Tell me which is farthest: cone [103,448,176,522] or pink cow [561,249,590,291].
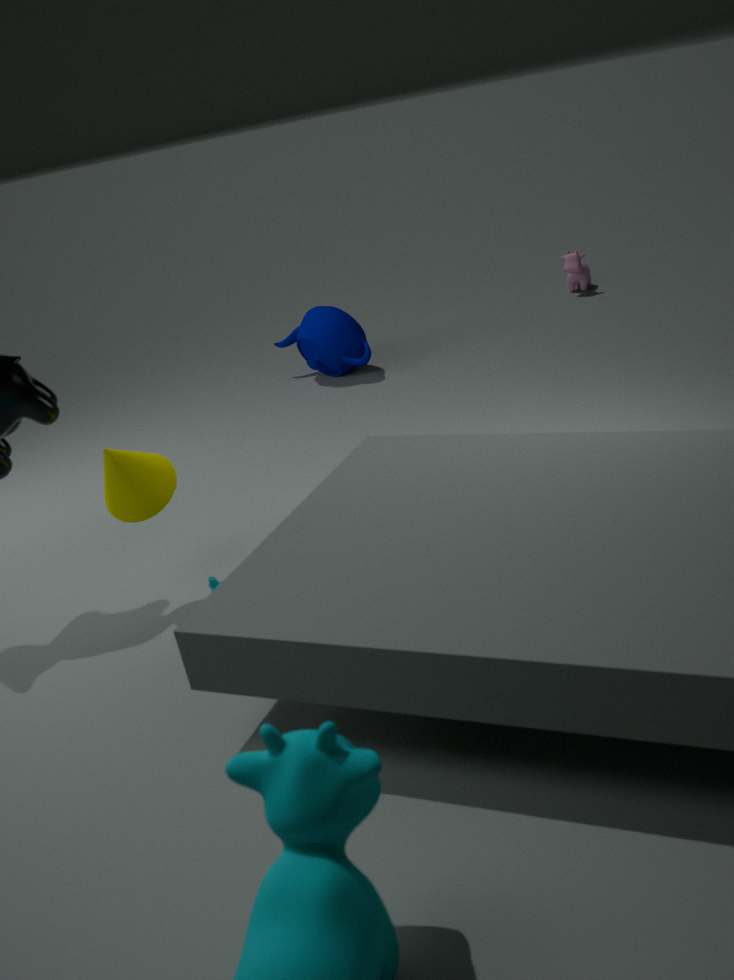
pink cow [561,249,590,291]
